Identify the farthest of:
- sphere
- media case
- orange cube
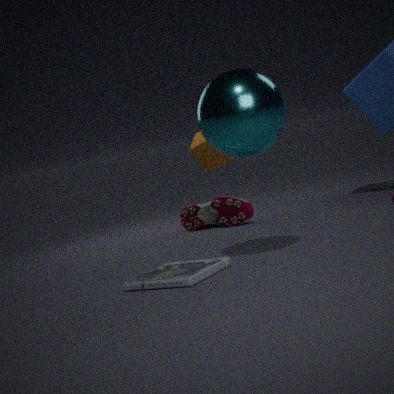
orange cube
